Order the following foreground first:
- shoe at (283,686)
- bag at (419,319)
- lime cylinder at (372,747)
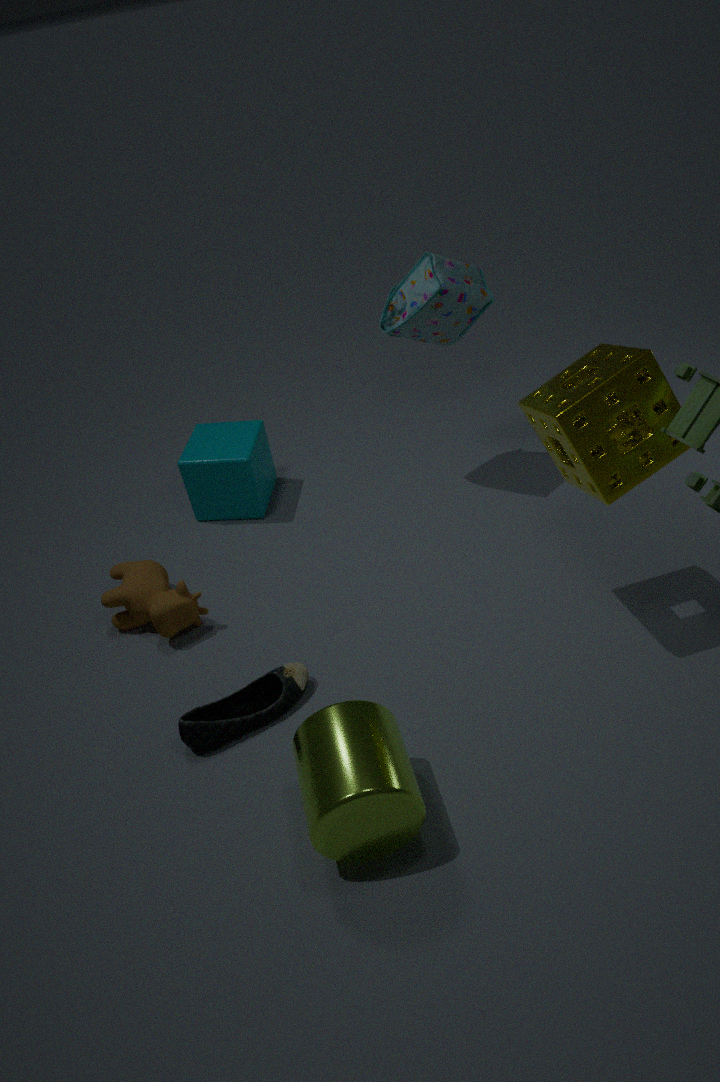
1. lime cylinder at (372,747)
2. shoe at (283,686)
3. bag at (419,319)
